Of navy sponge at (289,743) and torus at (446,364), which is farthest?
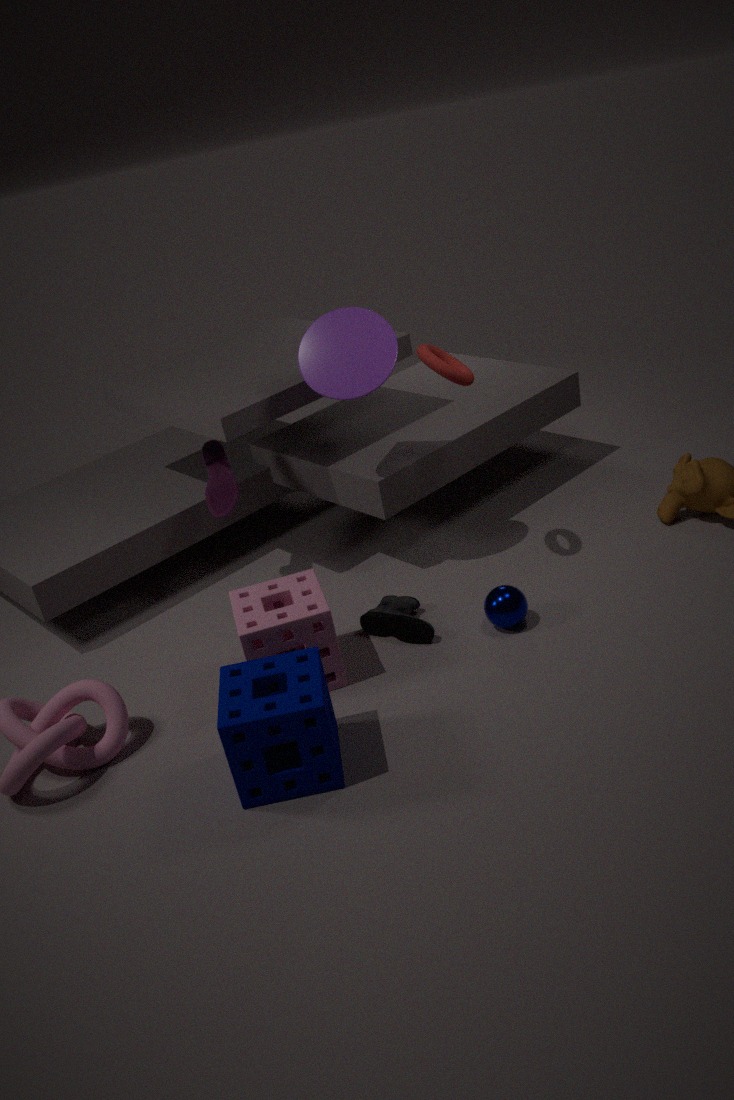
torus at (446,364)
